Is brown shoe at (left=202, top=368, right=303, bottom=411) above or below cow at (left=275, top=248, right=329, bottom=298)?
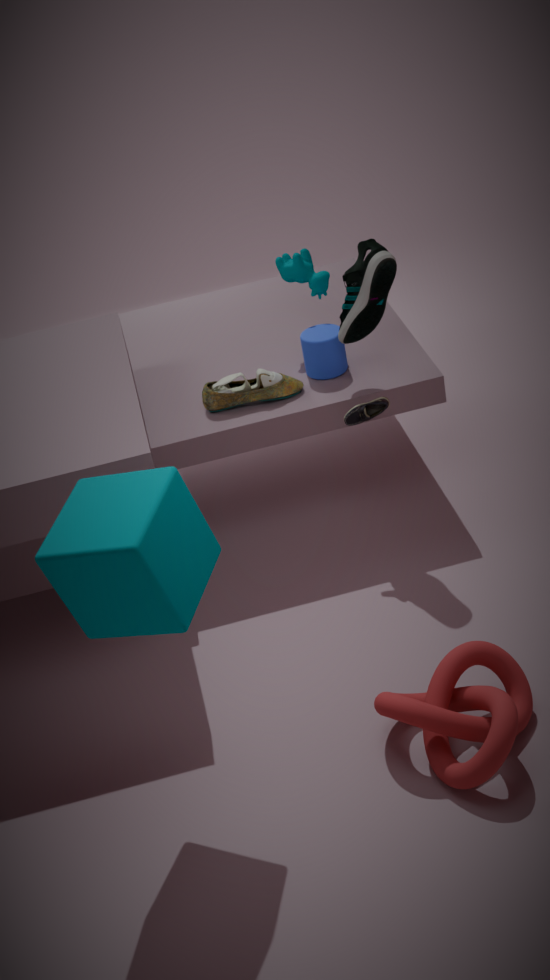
below
